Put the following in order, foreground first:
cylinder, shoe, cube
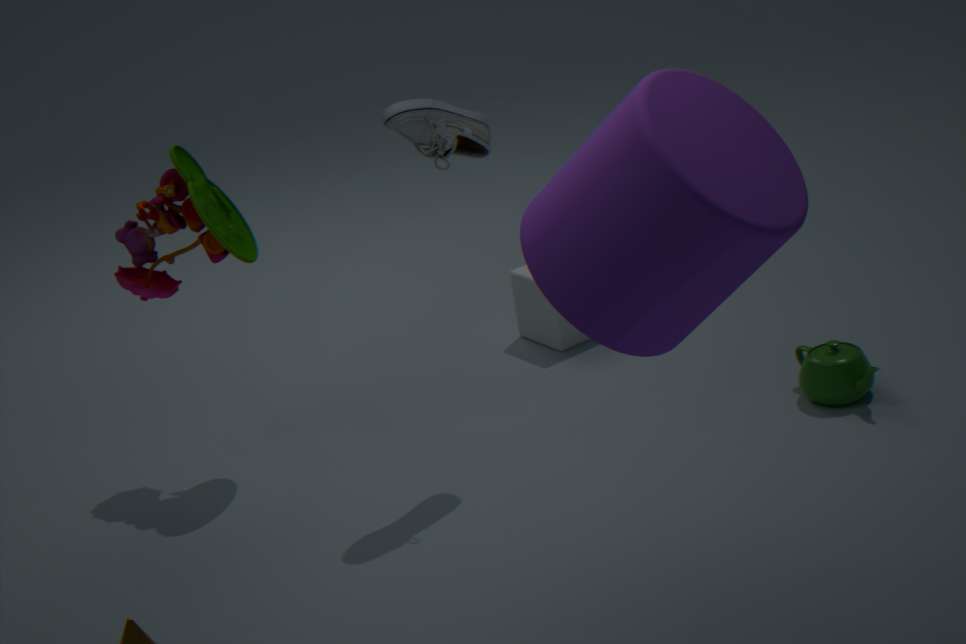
1. cylinder
2. shoe
3. cube
